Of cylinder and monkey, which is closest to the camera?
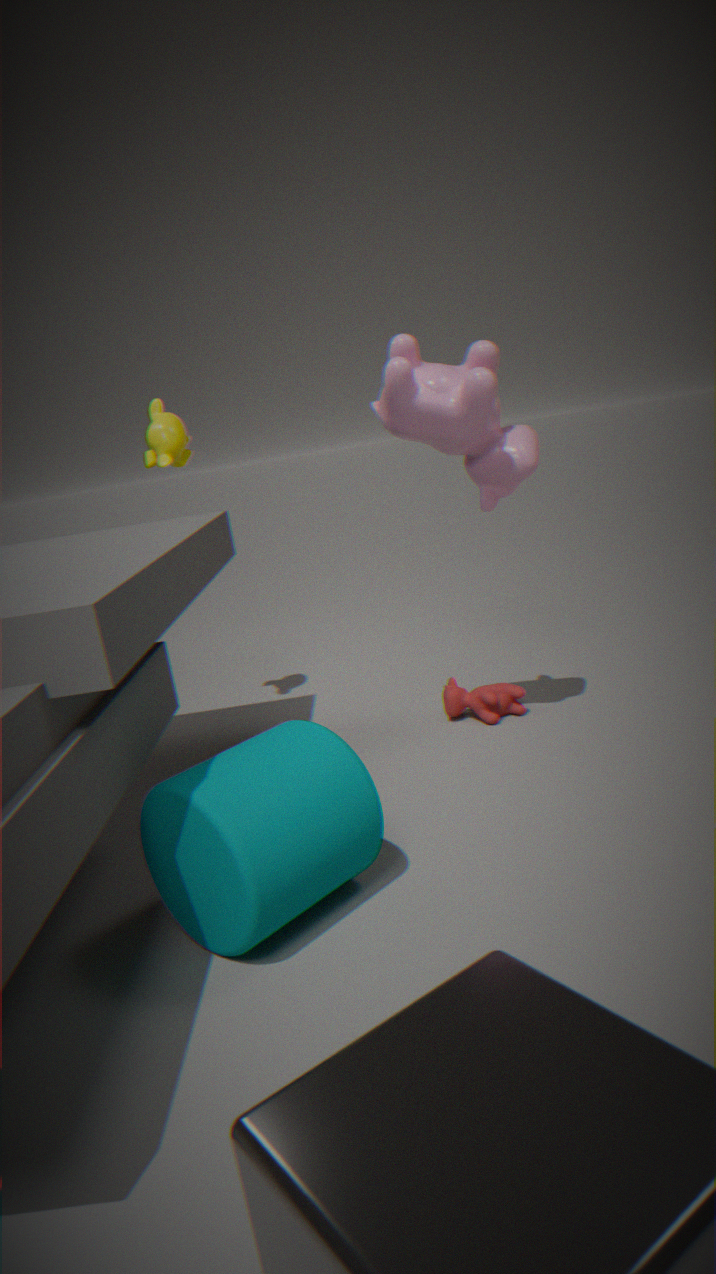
cylinder
